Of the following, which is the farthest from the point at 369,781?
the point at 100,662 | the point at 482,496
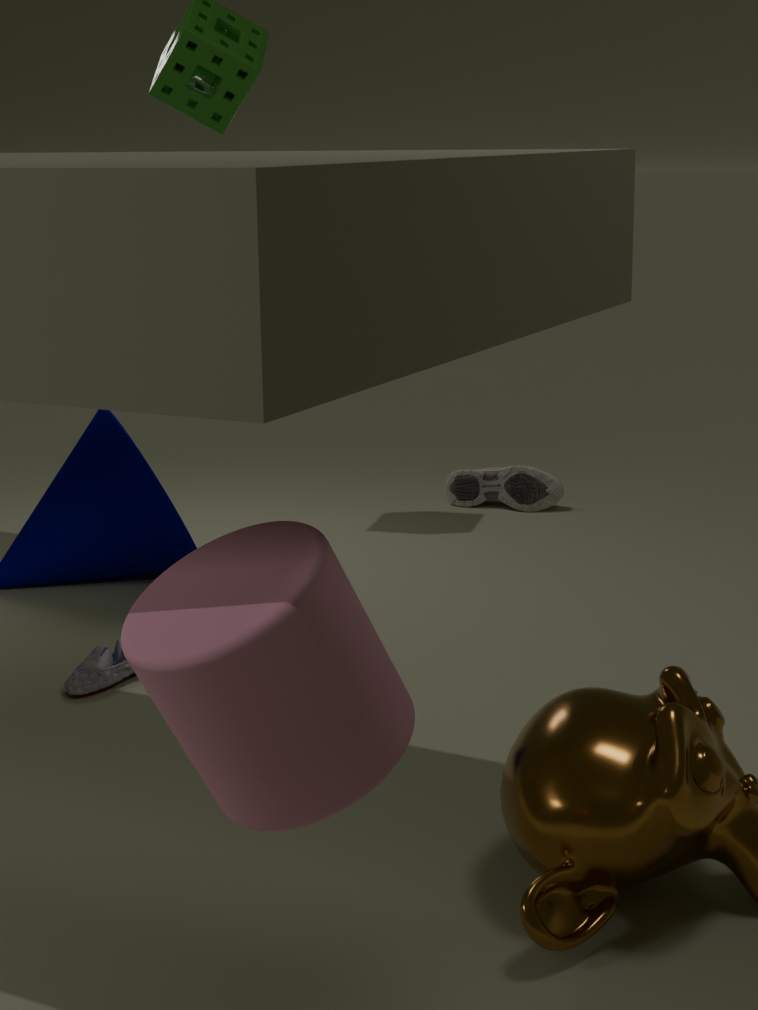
the point at 482,496
